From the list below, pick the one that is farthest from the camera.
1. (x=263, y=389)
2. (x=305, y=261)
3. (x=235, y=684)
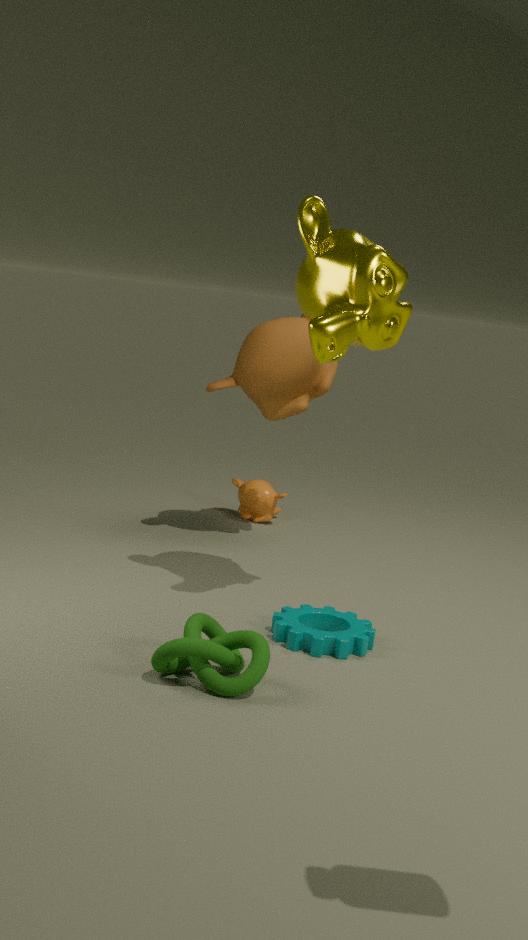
(x=263, y=389)
